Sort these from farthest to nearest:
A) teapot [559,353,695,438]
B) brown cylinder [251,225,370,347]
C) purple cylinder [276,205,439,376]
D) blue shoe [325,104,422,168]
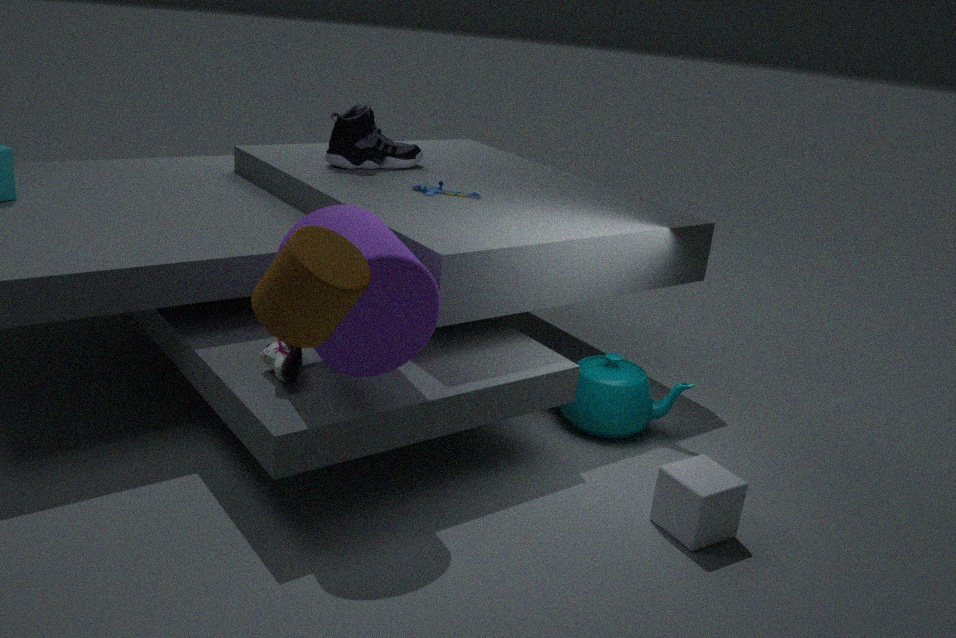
blue shoe [325,104,422,168]
teapot [559,353,695,438]
purple cylinder [276,205,439,376]
brown cylinder [251,225,370,347]
